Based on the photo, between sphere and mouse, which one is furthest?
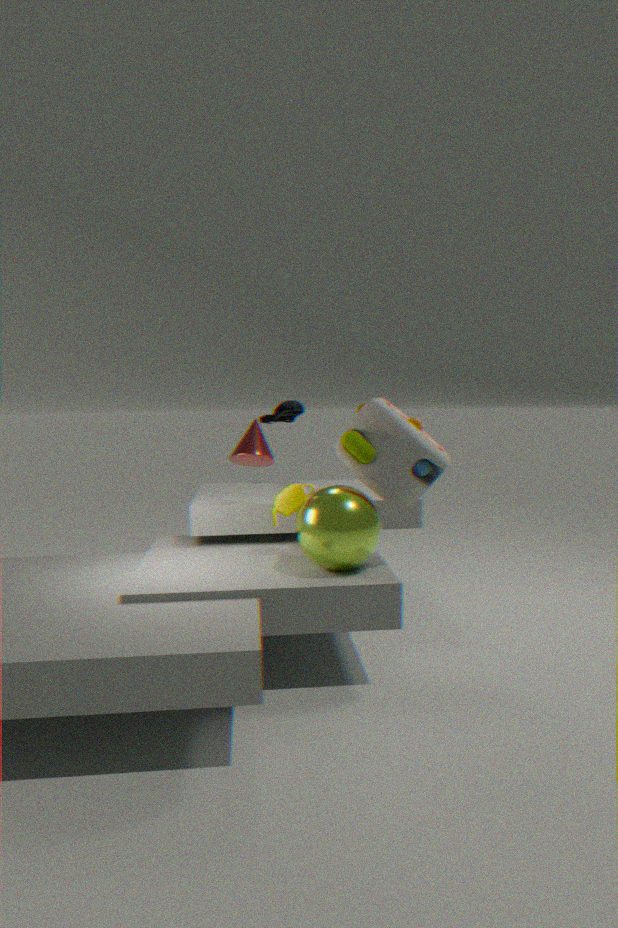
mouse
